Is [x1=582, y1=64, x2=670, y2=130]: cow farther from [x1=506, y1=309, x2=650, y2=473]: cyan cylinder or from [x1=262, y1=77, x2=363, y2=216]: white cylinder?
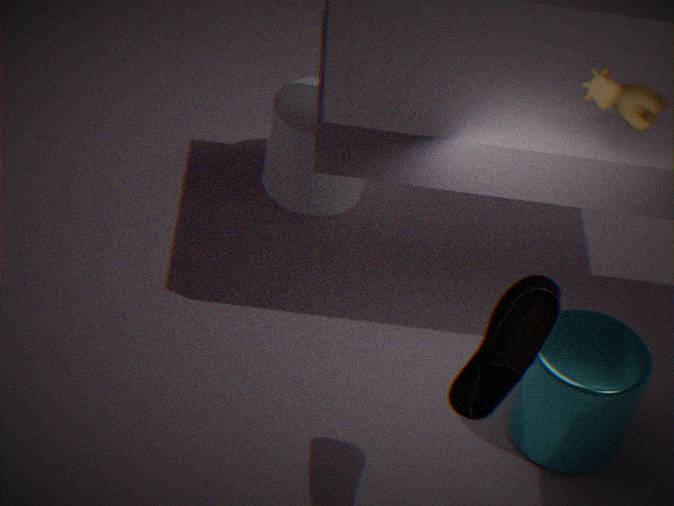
[x1=262, y1=77, x2=363, y2=216]: white cylinder
